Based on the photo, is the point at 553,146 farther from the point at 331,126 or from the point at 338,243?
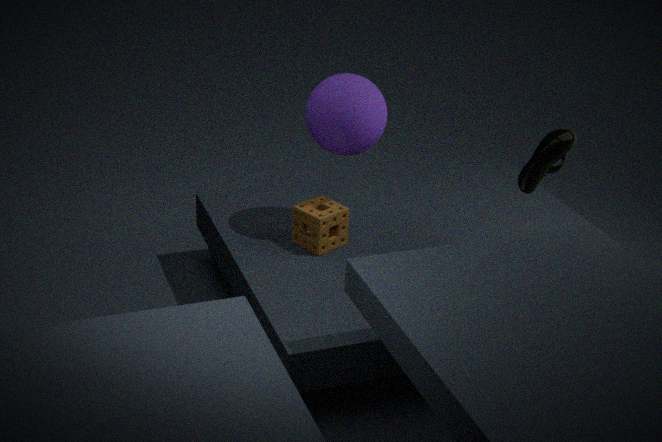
the point at 338,243
